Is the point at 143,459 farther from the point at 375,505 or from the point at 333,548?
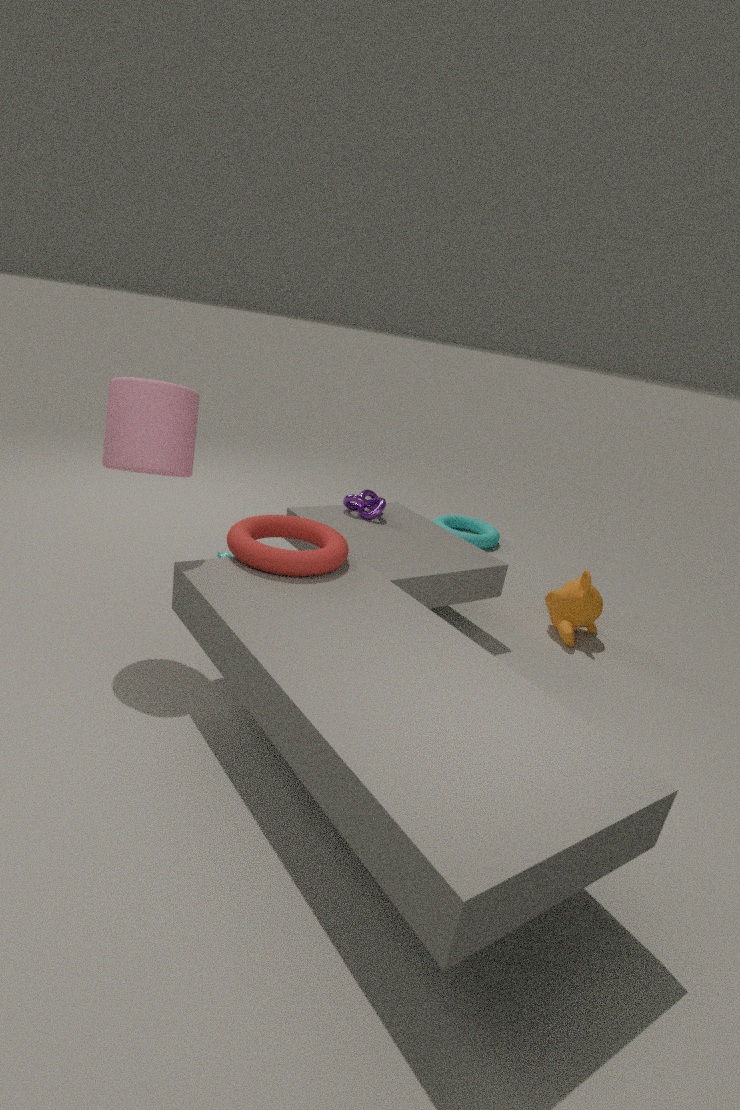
the point at 375,505
